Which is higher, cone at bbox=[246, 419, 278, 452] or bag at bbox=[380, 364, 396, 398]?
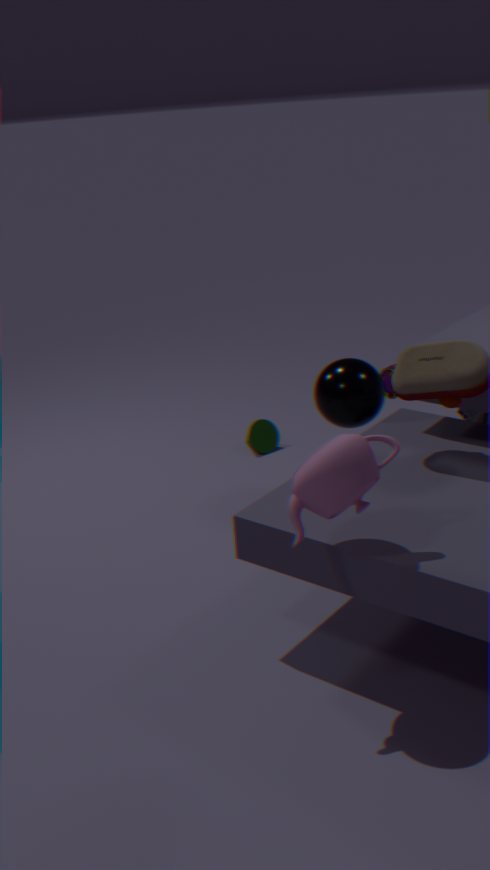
bag at bbox=[380, 364, 396, 398]
